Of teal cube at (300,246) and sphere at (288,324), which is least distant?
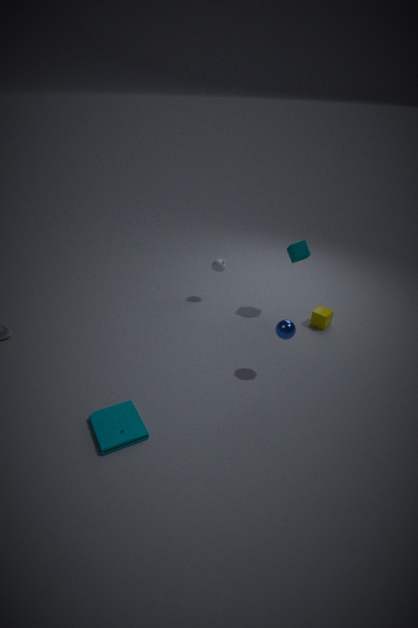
sphere at (288,324)
